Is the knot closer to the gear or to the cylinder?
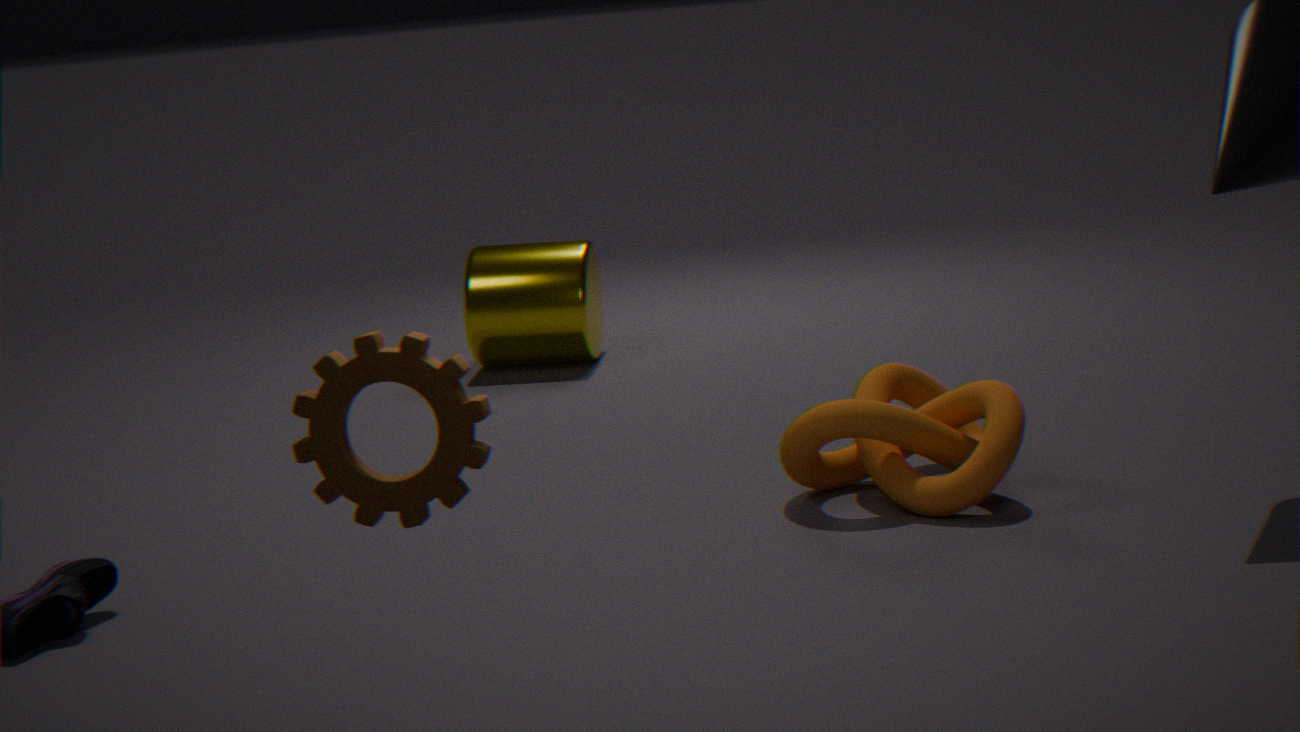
the cylinder
